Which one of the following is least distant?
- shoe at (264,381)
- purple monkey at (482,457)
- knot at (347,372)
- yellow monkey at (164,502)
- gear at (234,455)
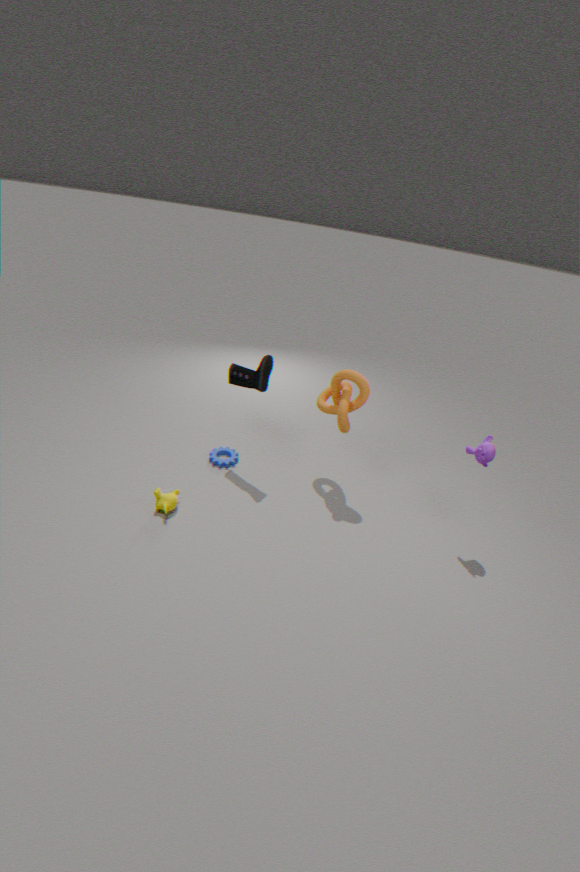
purple monkey at (482,457)
